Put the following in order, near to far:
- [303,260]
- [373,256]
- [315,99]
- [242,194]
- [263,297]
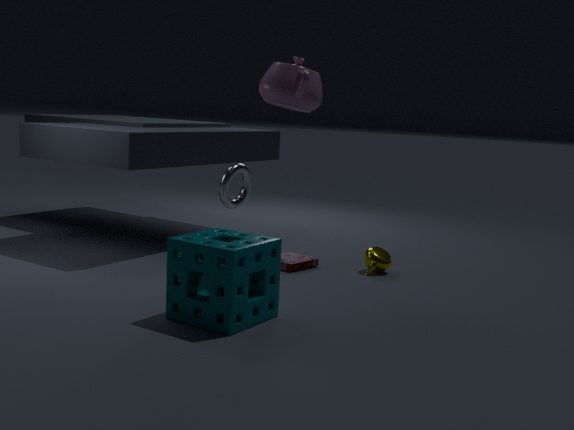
[263,297] → [315,99] → [373,256] → [303,260] → [242,194]
